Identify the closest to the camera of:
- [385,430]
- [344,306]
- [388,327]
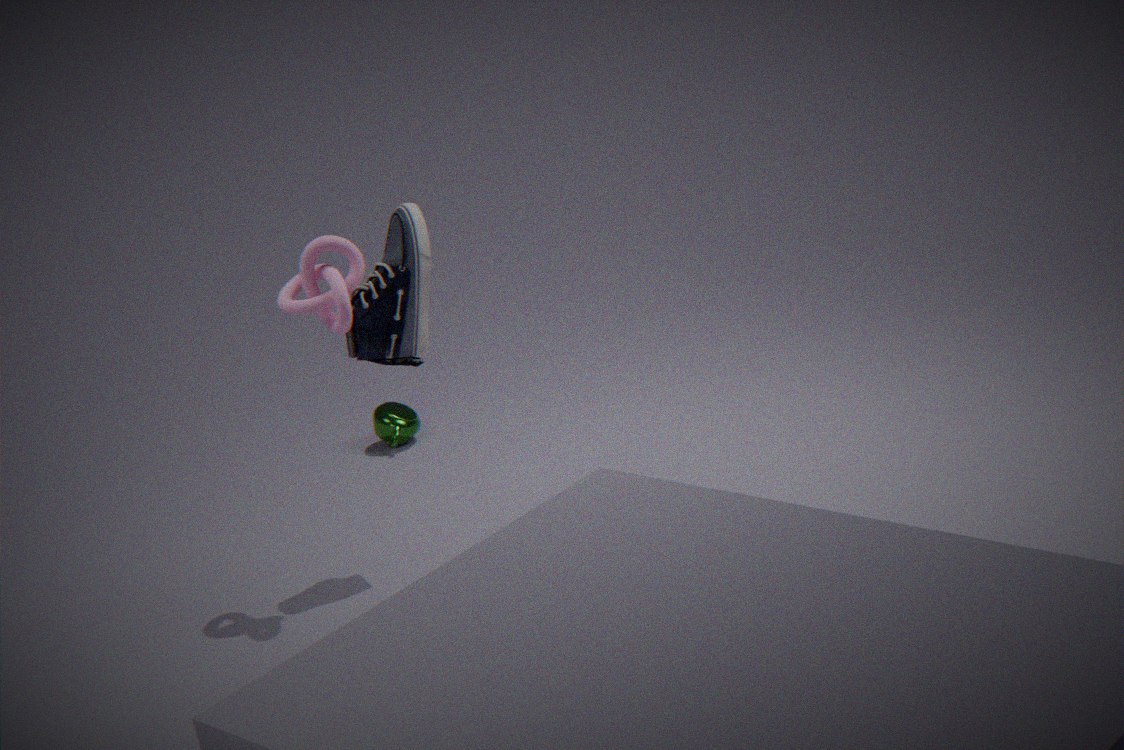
[344,306]
